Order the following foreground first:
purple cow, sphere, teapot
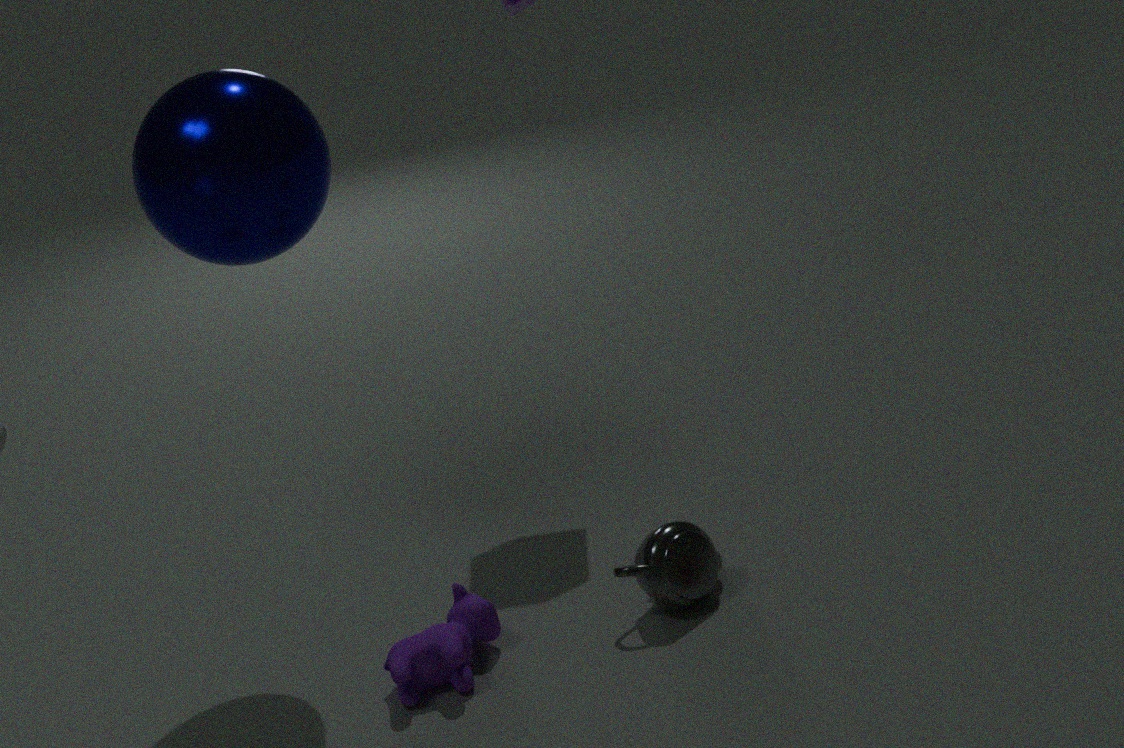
sphere
purple cow
teapot
